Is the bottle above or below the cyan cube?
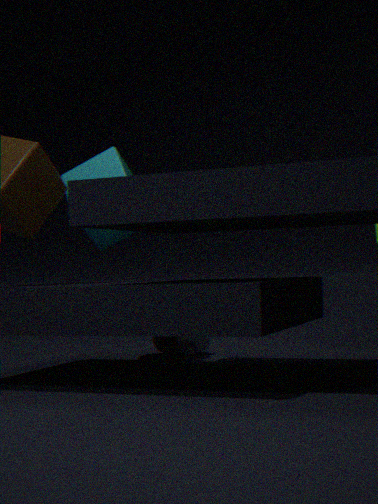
below
